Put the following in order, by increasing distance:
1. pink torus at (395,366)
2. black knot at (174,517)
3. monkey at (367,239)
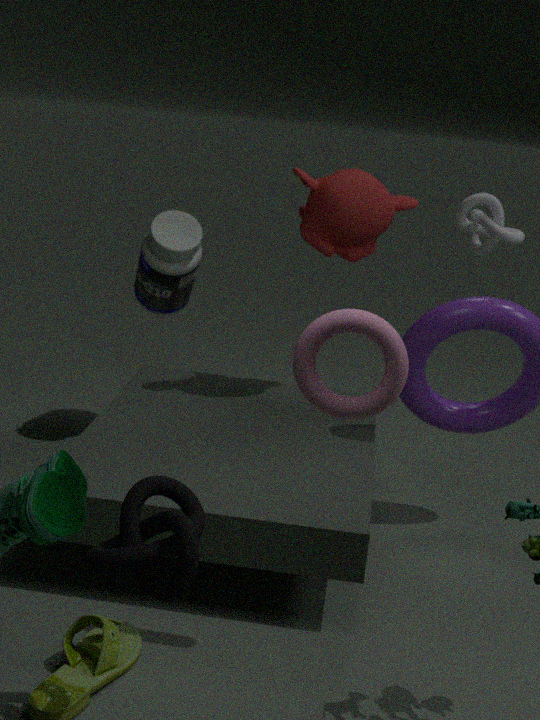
black knot at (174,517) → pink torus at (395,366) → monkey at (367,239)
